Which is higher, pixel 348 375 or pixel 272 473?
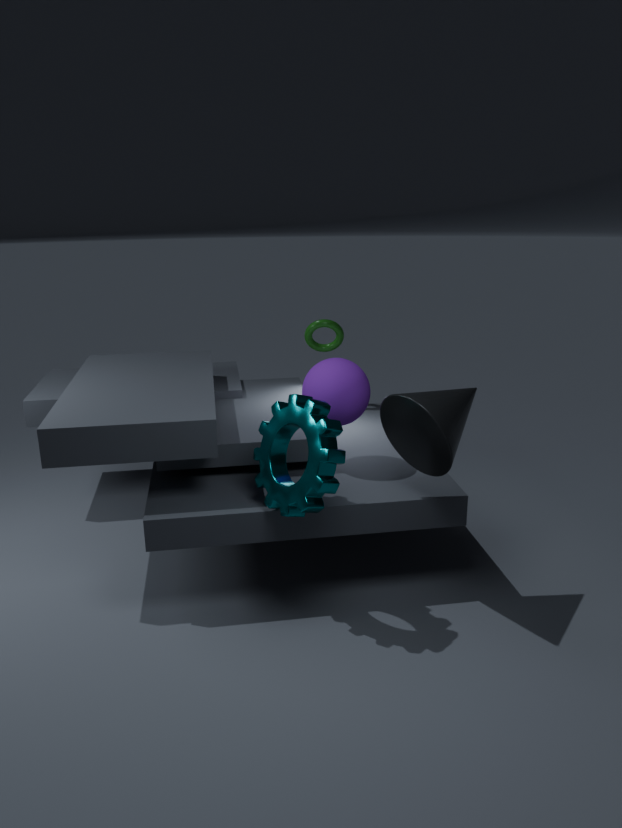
pixel 348 375
